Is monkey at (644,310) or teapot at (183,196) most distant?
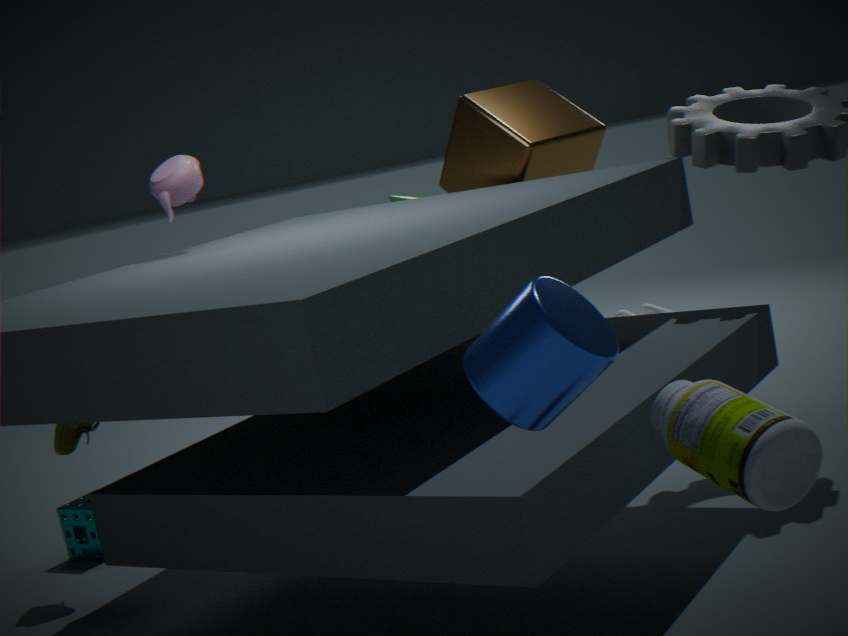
monkey at (644,310)
